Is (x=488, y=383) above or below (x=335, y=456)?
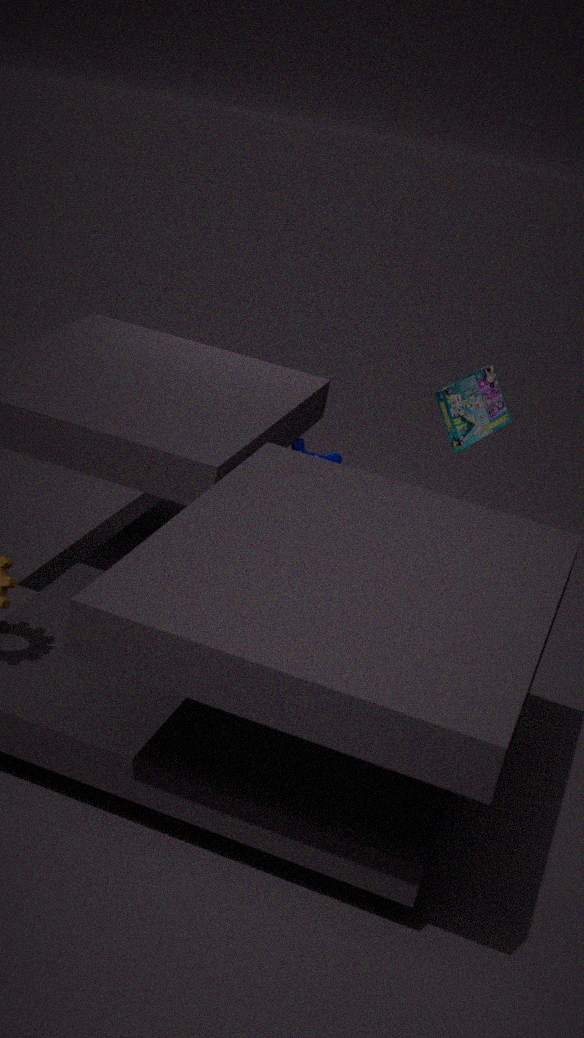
above
